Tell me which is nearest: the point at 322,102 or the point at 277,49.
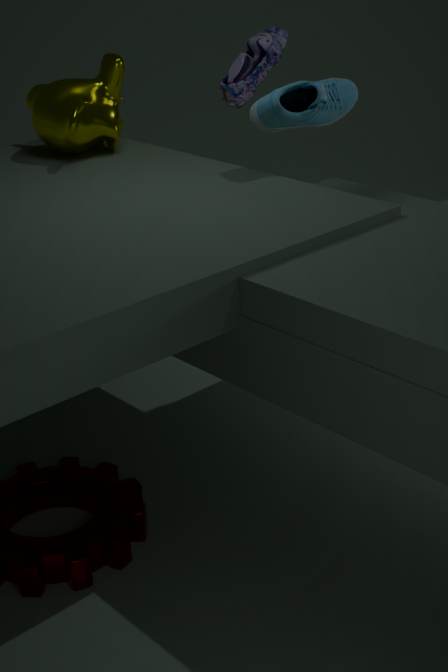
the point at 322,102
